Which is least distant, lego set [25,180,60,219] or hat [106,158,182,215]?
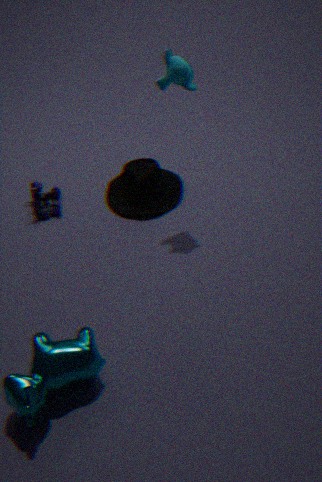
hat [106,158,182,215]
